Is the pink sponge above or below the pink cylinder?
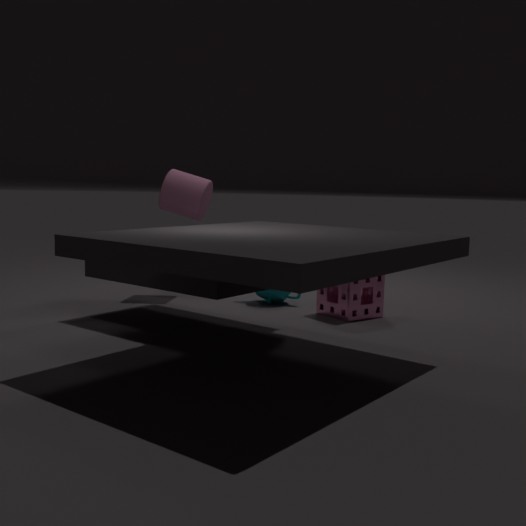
below
